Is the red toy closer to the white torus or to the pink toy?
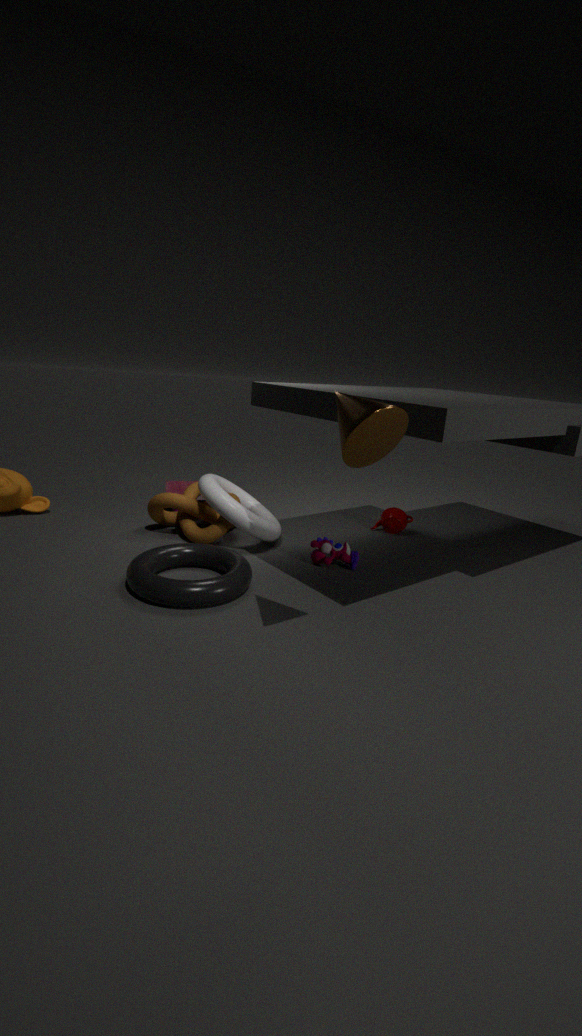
the white torus
